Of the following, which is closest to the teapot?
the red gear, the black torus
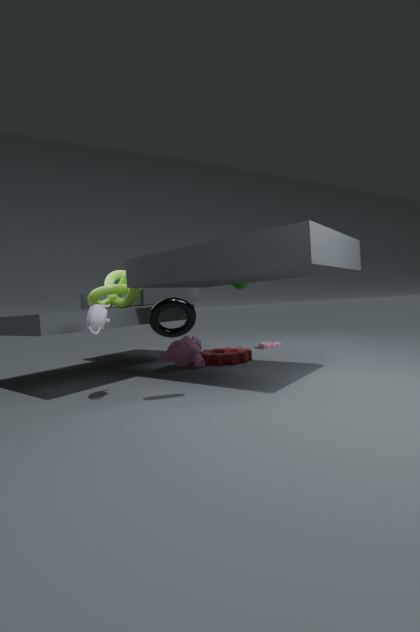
the black torus
